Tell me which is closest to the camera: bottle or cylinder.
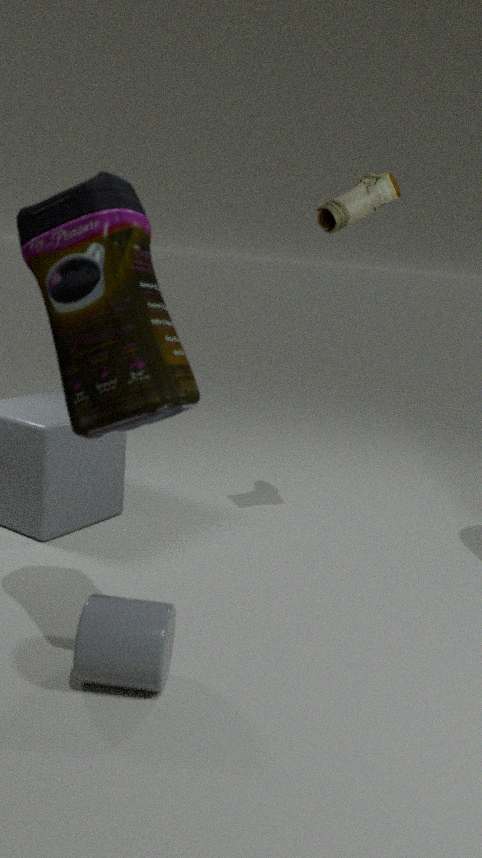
bottle
